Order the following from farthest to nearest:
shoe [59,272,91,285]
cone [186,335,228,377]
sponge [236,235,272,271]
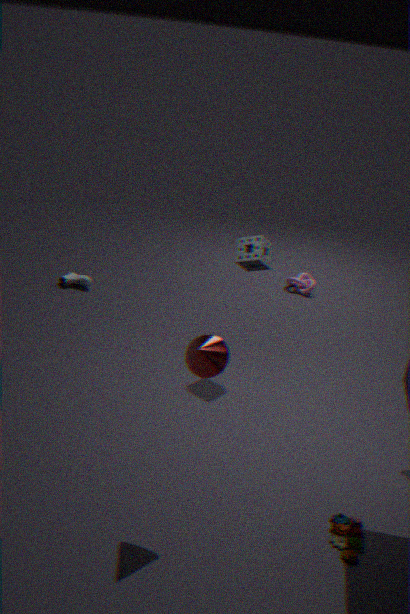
shoe [59,272,91,285] < sponge [236,235,272,271] < cone [186,335,228,377]
